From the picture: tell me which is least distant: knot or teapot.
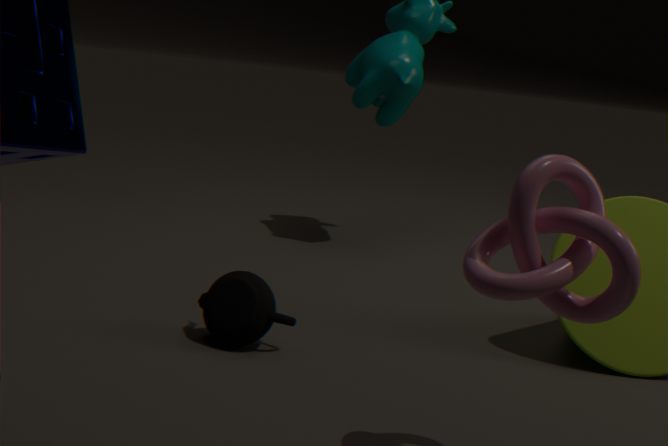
knot
